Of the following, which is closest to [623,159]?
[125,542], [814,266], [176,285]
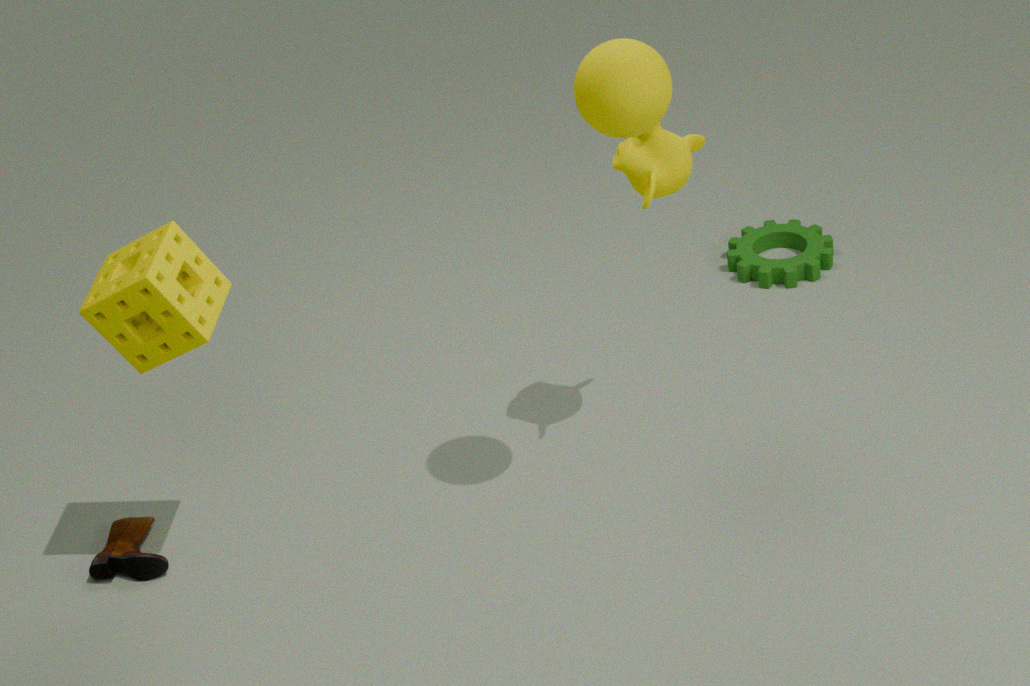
[814,266]
